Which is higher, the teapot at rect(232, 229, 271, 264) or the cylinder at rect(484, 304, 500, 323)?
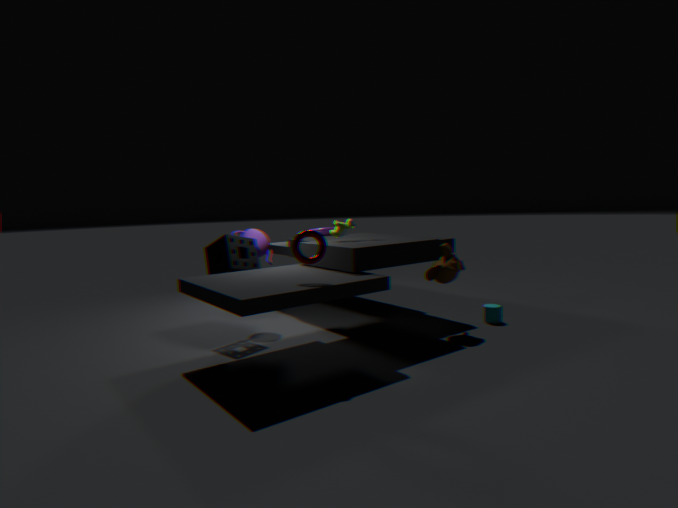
the teapot at rect(232, 229, 271, 264)
